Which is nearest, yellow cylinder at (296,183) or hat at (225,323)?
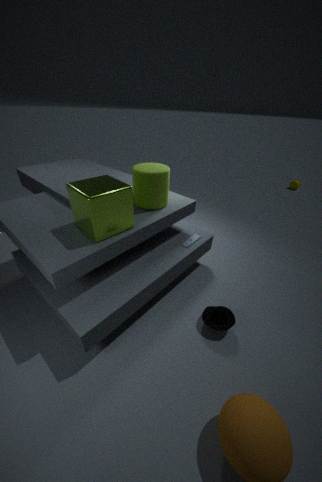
hat at (225,323)
